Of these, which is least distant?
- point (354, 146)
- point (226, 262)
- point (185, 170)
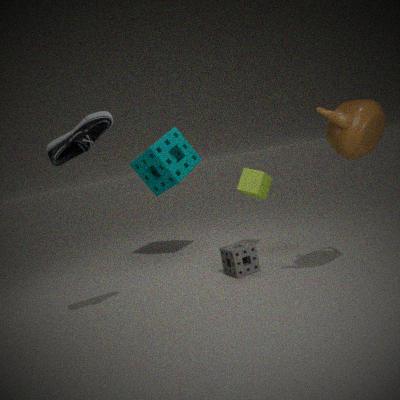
point (354, 146)
